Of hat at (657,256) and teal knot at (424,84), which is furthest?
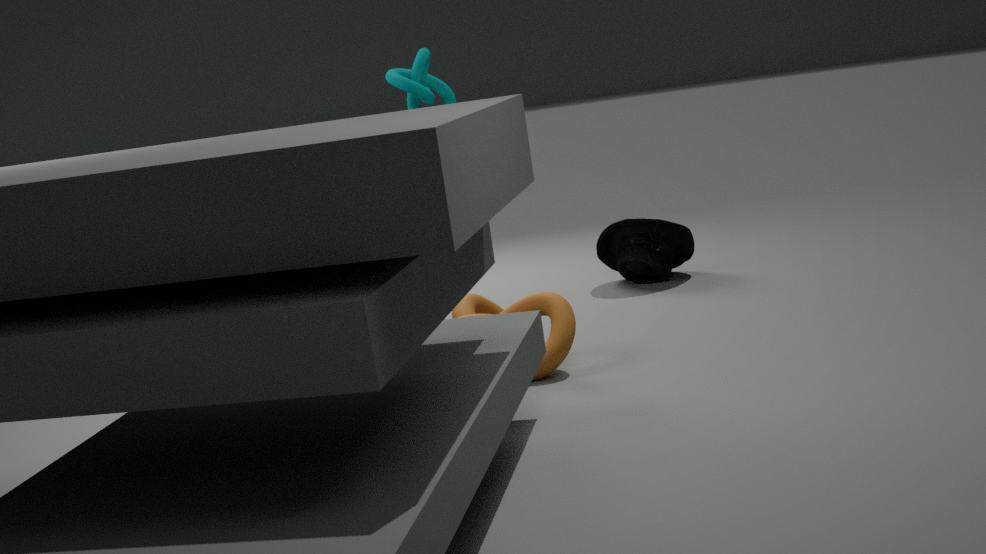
hat at (657,256)
